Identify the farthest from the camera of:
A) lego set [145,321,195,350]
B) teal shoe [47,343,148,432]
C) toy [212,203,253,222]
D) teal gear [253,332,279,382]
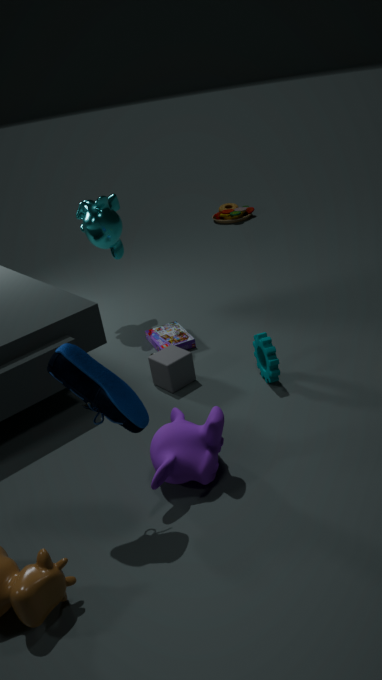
toy [212,203,253,222]
